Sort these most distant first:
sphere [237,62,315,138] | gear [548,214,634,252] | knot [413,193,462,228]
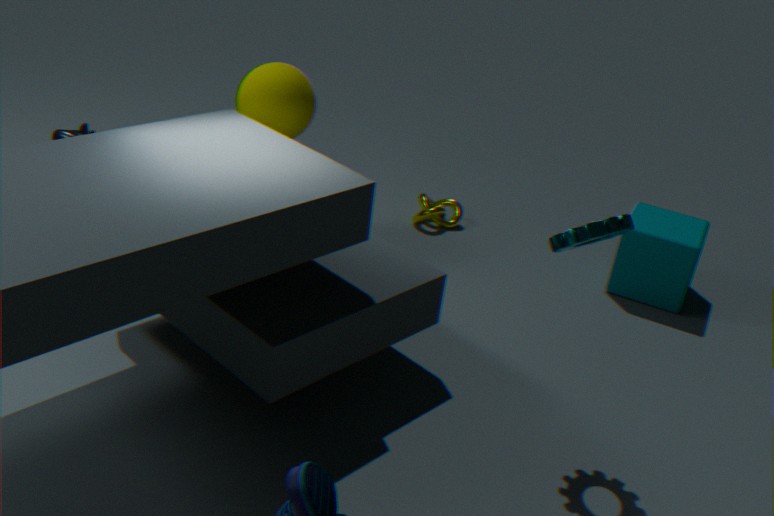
knot [413,193,462,228] → sphere [237,62,315,138] → gear [548,214,634,252]
